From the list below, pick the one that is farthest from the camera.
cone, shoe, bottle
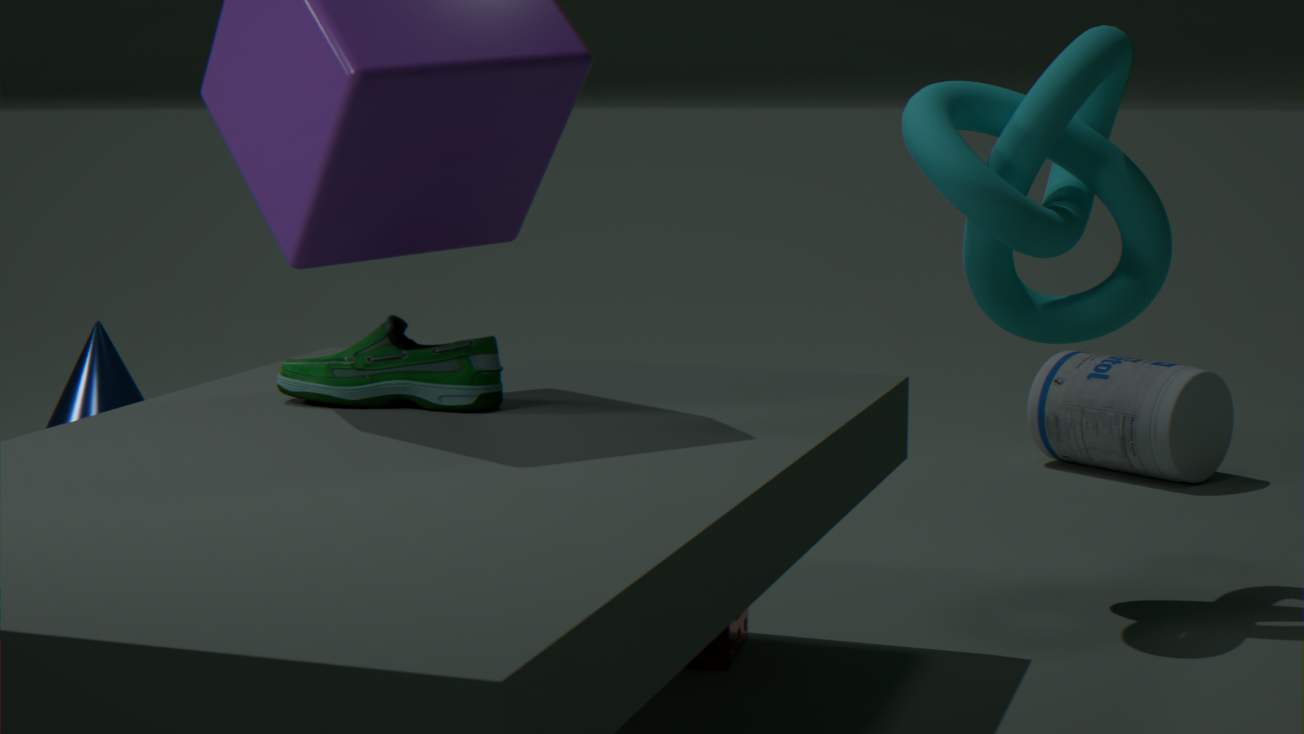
bottle
